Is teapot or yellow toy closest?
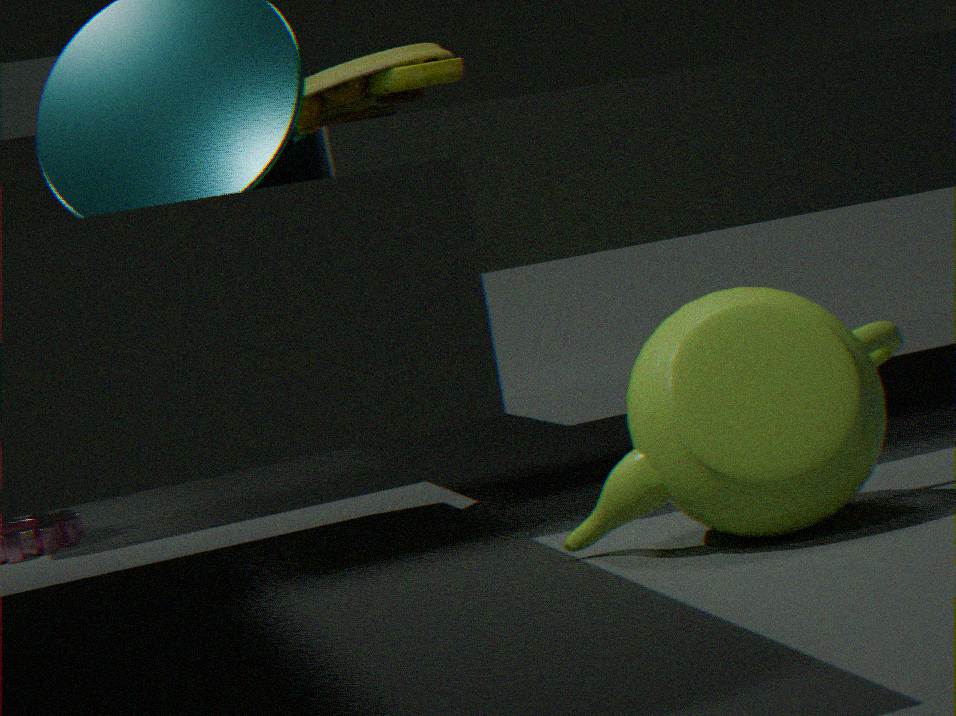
teapot
